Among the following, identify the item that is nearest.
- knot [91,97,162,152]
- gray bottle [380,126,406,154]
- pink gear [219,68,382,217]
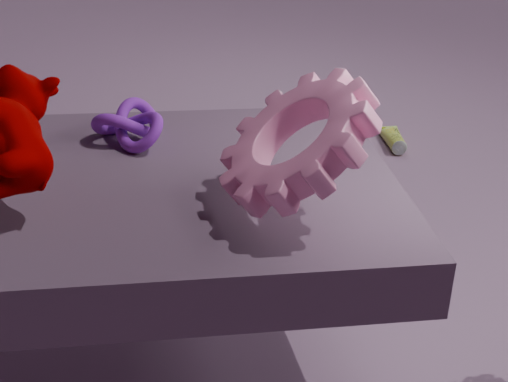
pink gear [219,68,382,217]
